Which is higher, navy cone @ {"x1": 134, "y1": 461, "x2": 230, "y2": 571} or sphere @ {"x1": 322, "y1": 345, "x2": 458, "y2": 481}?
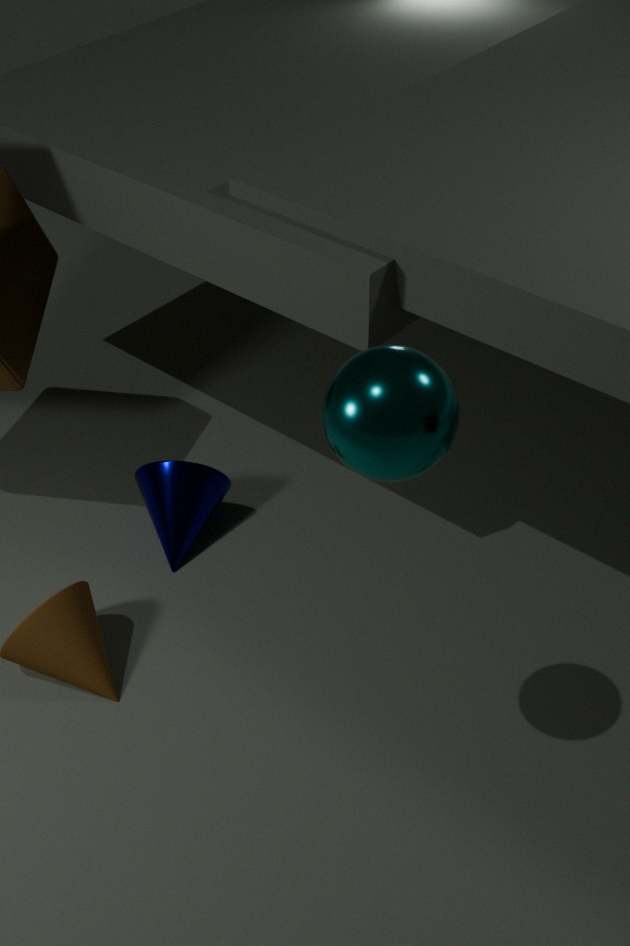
sphere @ {"x1": 322, "y1": 345, "x2": 458, "y2": 481}
